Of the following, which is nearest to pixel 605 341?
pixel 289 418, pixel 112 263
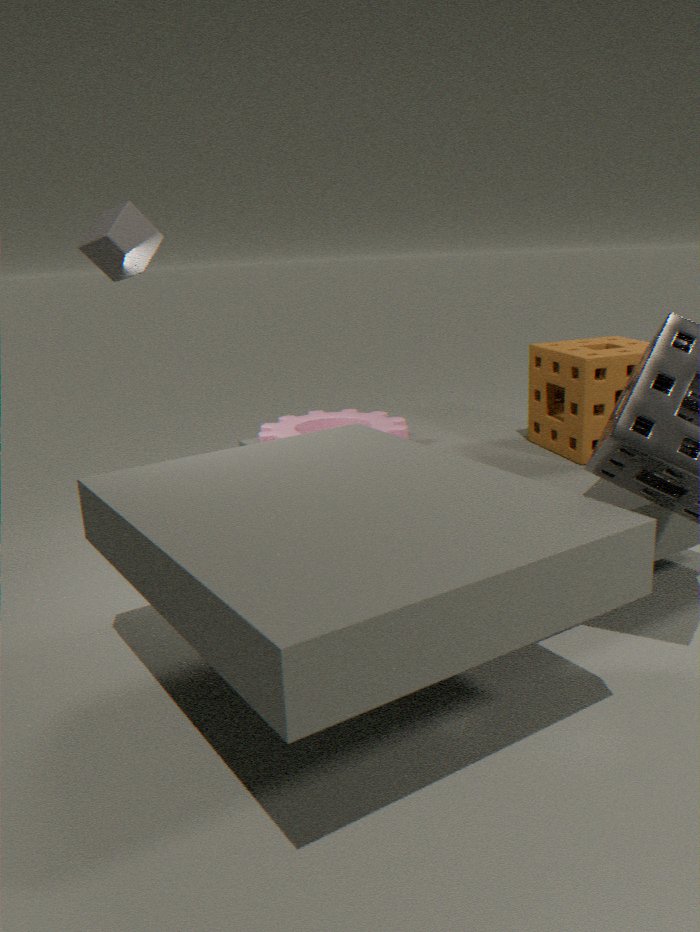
pixel 289 418
